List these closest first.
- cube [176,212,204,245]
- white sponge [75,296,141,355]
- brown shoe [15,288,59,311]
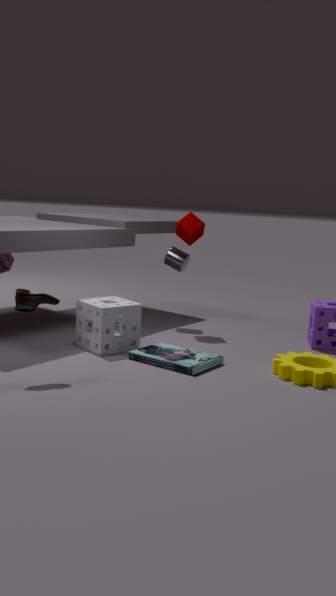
1. brown shoe [15,288,59,311]
2. white sponge [75,296,141,355]
3. cube [176,212,204,245]
